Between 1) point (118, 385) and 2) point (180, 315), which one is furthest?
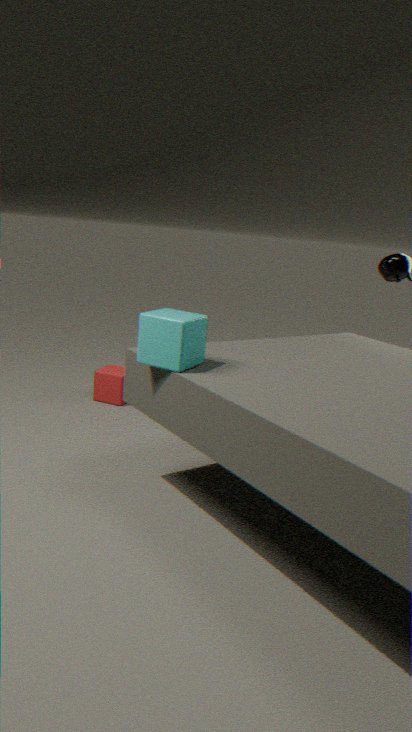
1. point (118, 385)
